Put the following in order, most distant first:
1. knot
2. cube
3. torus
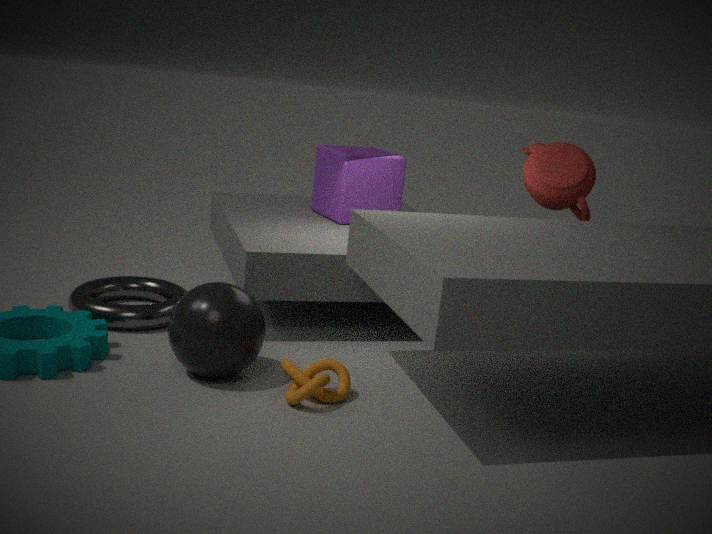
1. cube
2. torus
3. knot
